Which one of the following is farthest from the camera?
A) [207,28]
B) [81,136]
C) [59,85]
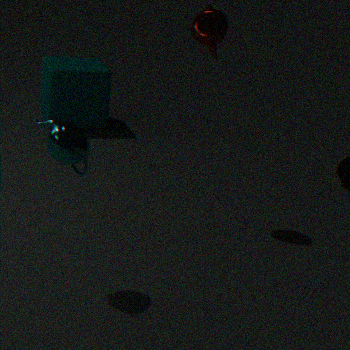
[59,85]
